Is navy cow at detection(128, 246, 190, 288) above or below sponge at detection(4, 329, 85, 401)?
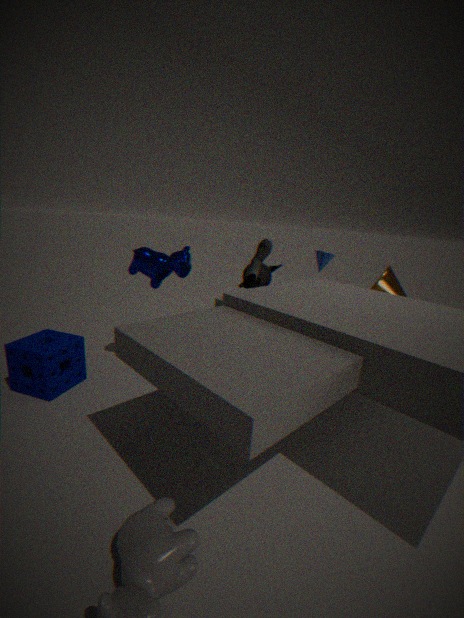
above
